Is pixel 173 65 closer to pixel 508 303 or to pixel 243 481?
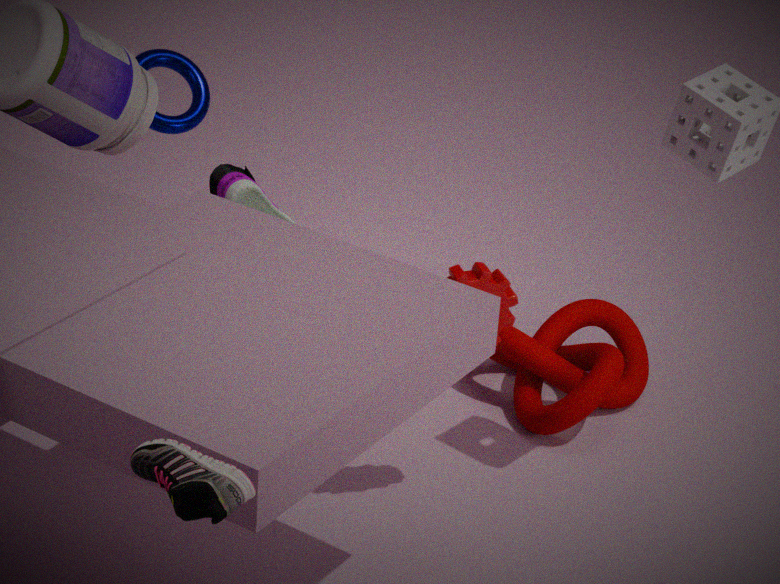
pixel 508 303
